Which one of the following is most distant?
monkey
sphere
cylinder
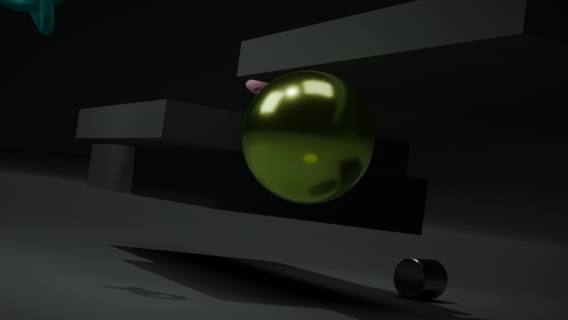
monkey
